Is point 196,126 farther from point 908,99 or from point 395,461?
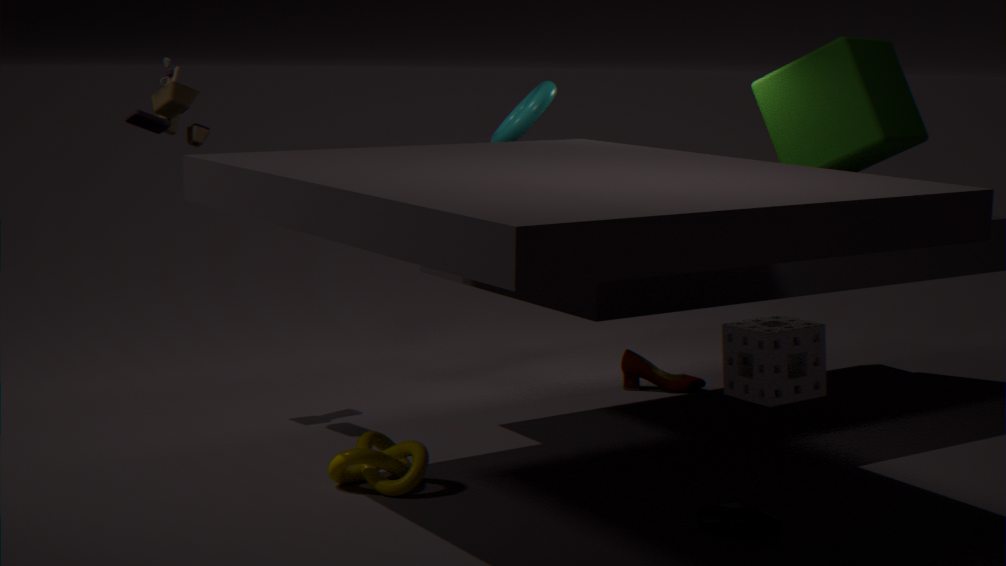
point 908,99
